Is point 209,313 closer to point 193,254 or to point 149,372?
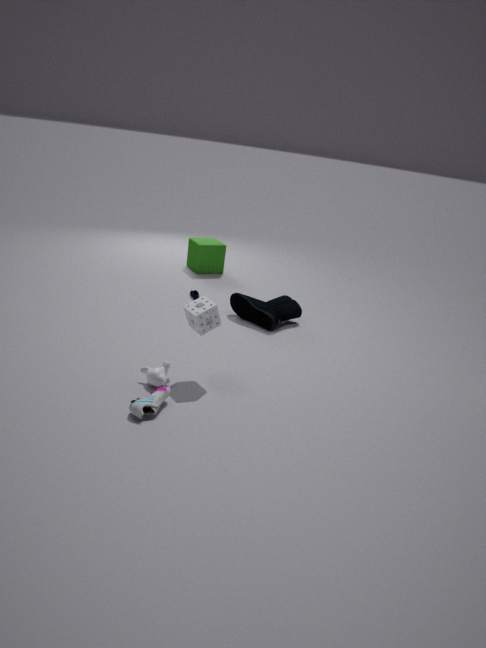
point 149,372
